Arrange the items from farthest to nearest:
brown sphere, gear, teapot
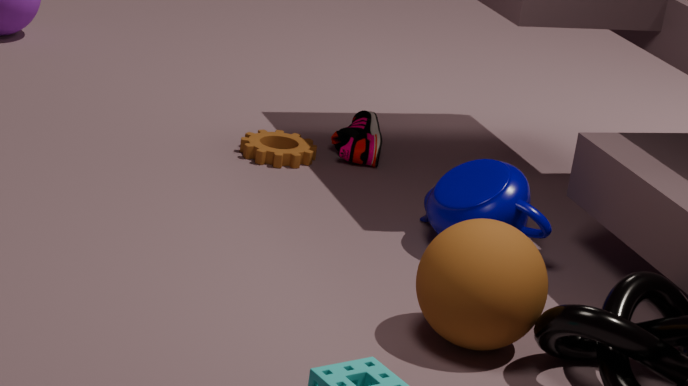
gear, teapot, brown sphere
